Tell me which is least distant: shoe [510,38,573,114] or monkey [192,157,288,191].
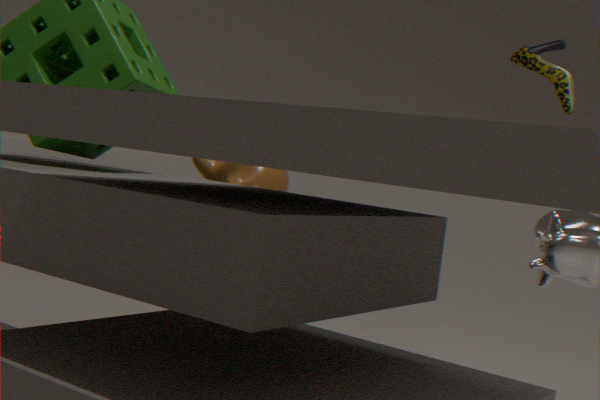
shoe [510,38,573,114]
